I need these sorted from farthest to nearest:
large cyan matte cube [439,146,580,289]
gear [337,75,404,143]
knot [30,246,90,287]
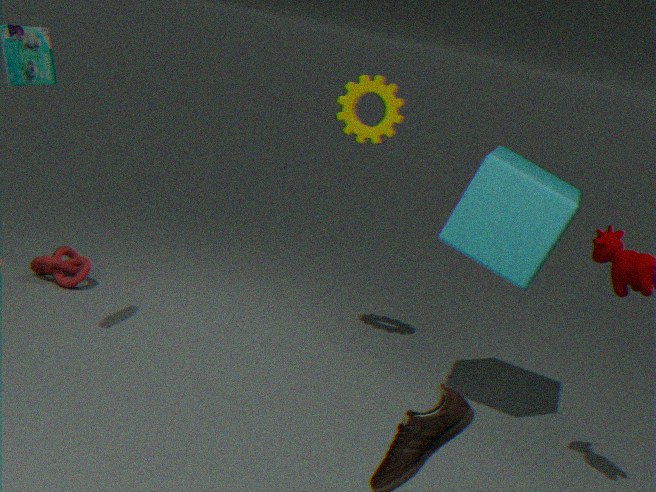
knot [30,246,90,287]
gear [337,75,404,143]
large cyan matte cube [439,146,580,289]
